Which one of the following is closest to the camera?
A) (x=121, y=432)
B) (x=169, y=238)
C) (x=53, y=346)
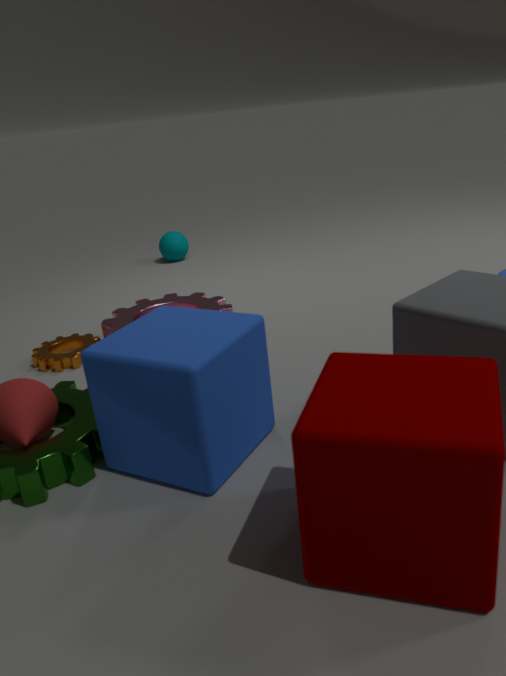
(x=121, y=432)
